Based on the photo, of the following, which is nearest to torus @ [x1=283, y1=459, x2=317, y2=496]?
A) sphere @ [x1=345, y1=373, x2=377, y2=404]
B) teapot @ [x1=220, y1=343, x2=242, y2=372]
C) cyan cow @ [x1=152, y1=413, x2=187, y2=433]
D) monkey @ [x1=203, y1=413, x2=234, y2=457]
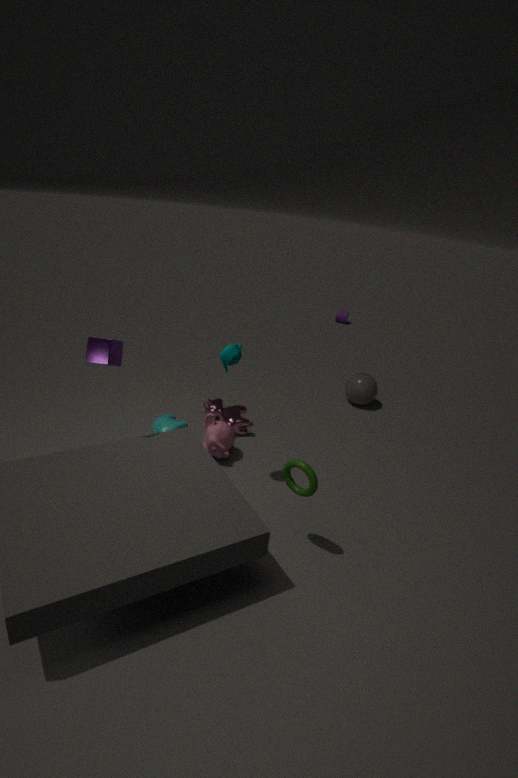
teapot @ [x1=220, y1=343, x2=242, y2=372]
